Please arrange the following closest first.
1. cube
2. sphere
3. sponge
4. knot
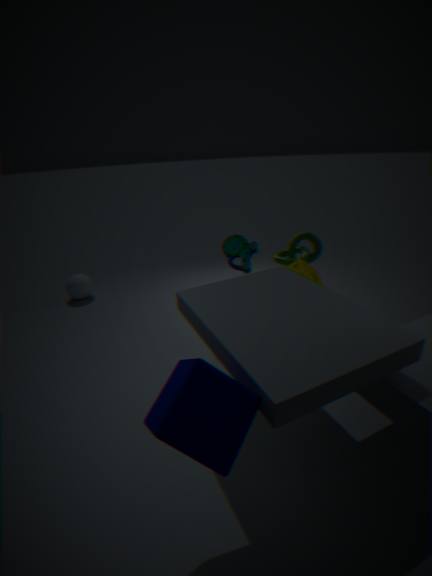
cube → sponge → knot → sphere
